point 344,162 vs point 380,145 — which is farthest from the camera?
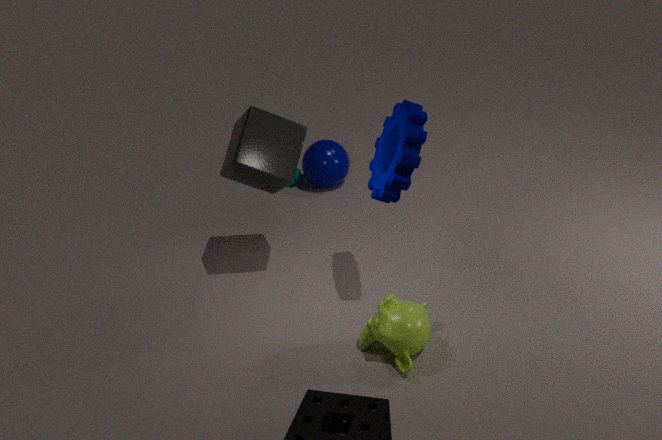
point 344,162
